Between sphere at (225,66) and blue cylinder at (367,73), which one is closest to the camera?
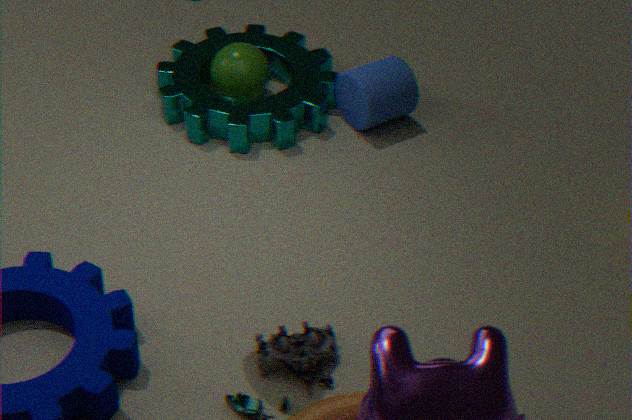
blue cylinder at (367,73)
